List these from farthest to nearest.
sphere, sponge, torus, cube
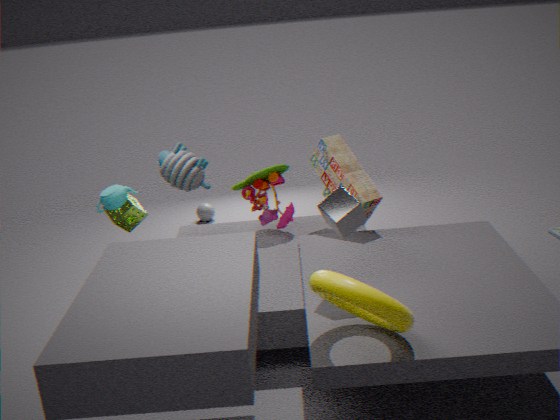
sphere
sponge
cube
torus
